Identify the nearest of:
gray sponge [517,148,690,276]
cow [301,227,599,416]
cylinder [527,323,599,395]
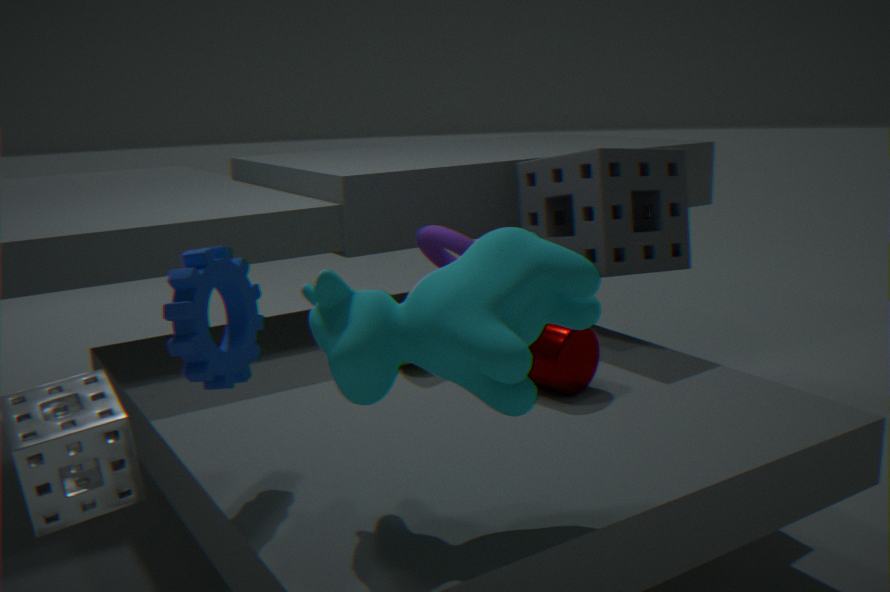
cow [301,227,599,416]
